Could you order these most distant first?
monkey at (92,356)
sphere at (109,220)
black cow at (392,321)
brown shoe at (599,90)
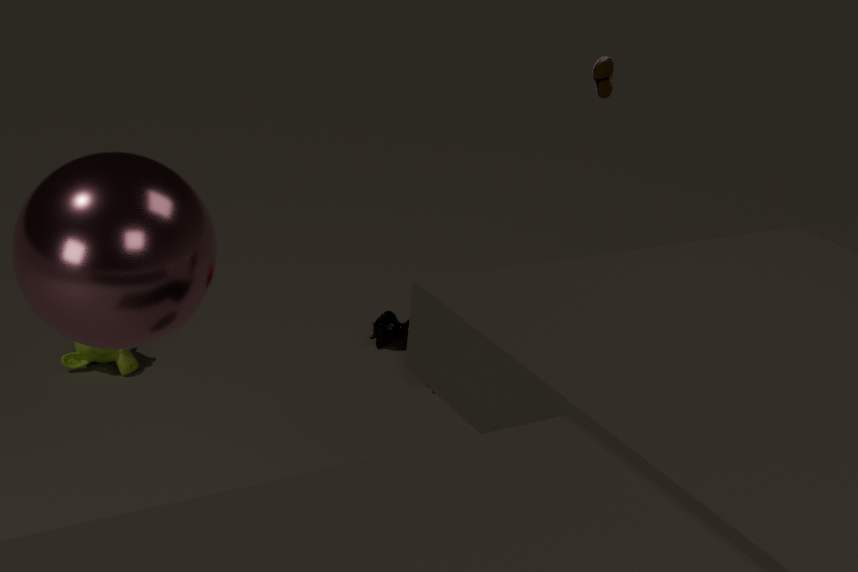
black cow at (392,321), monkey at (92,356), brown shoe at (599,90), sphere at (109,220)
